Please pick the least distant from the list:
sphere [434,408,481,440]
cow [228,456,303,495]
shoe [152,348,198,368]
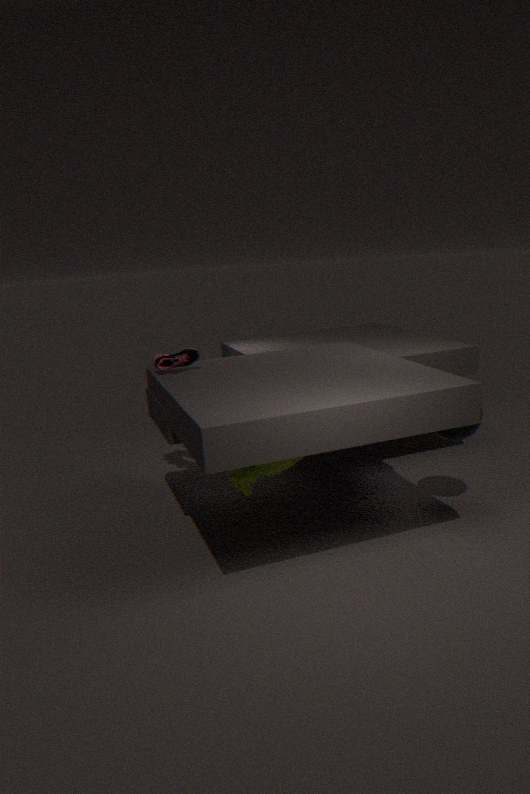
cow [228,456,303,495]
